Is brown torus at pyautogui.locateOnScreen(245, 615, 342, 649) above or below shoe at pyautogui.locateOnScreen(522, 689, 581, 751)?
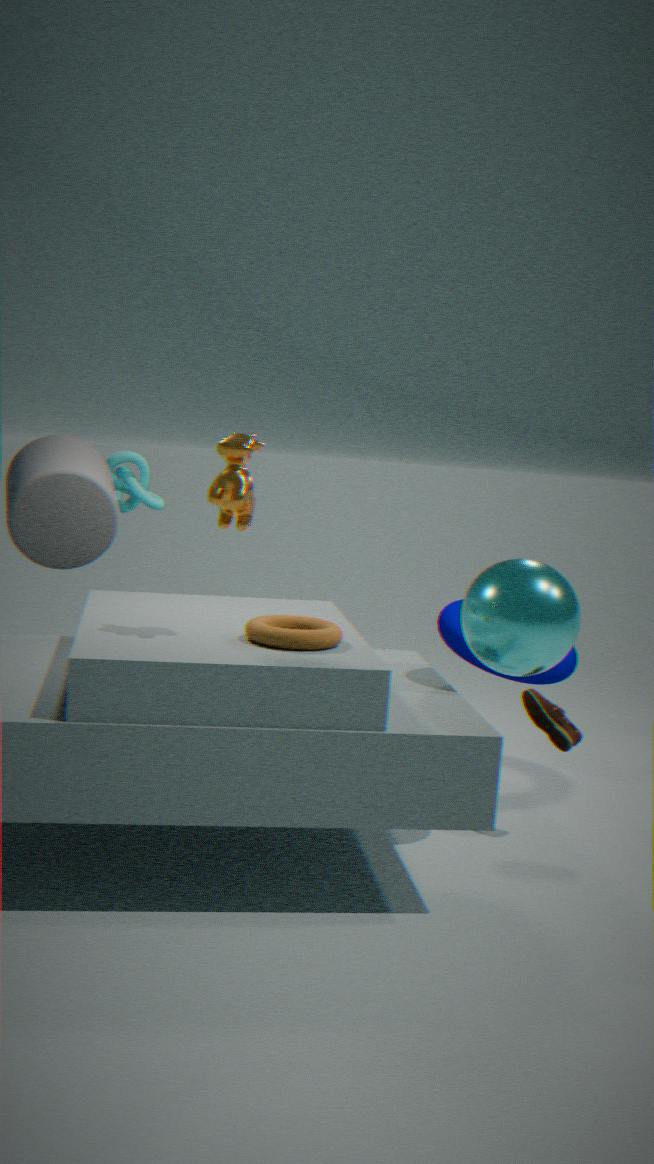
above
